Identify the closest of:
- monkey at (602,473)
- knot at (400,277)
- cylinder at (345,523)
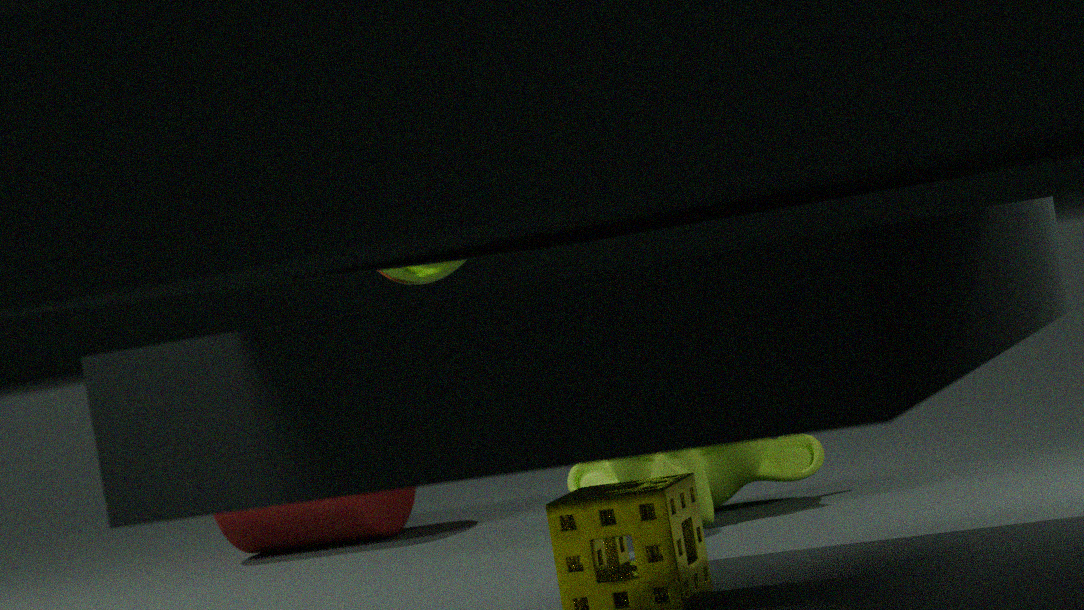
monkey at (602,473)
